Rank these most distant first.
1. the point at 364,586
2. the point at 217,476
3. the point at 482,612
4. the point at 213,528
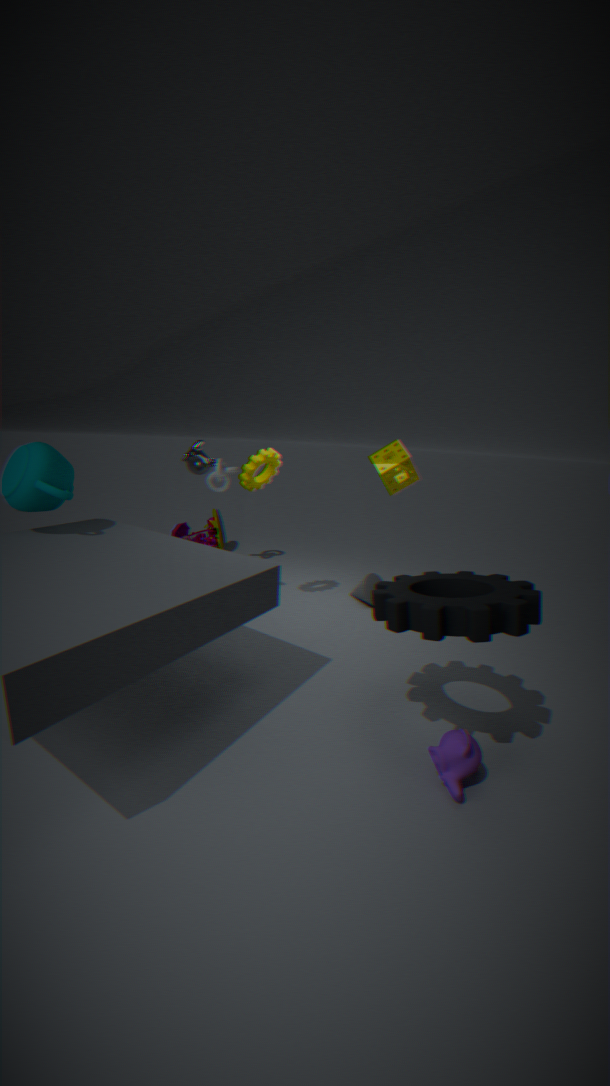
the point at 213,528, the point at 217,476, the point at 364,586, the point at 482,612
